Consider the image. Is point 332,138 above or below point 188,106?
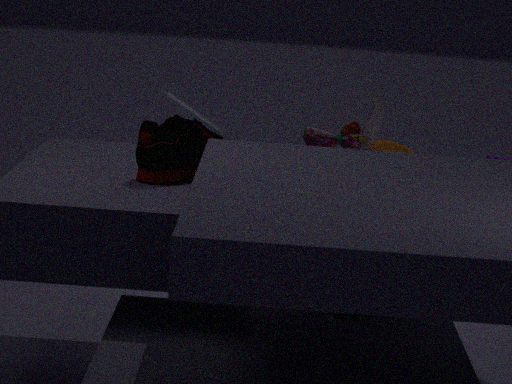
below
